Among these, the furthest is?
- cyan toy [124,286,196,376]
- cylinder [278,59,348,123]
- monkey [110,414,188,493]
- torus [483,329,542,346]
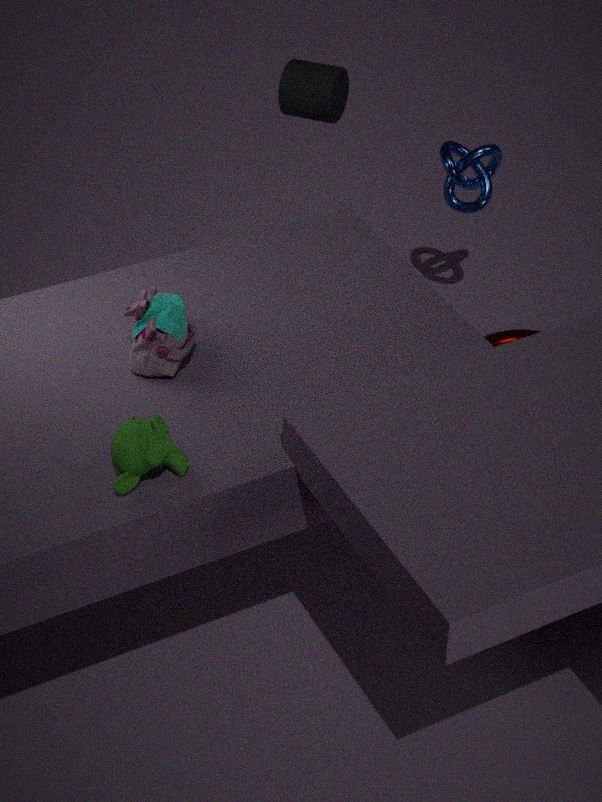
torus [483,329,542,346]
